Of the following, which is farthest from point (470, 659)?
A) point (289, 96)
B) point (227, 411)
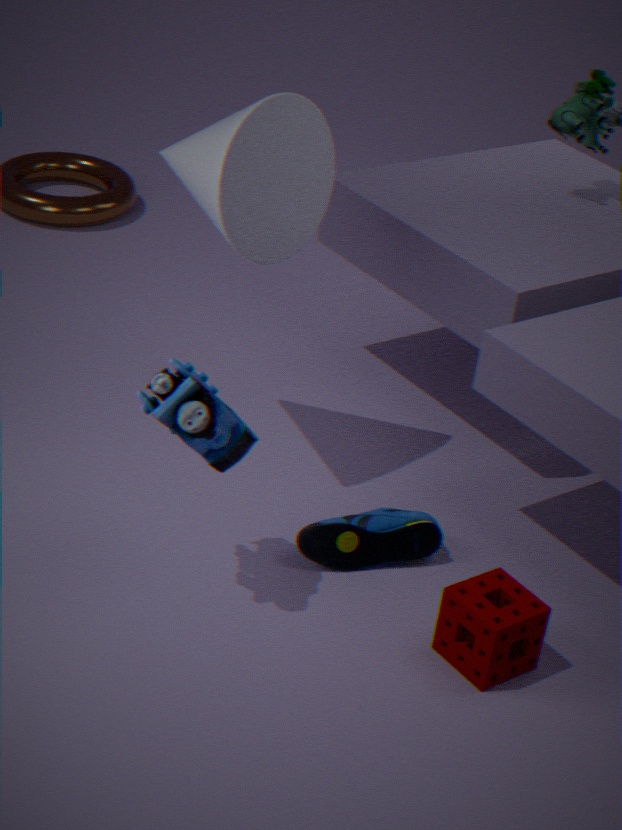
point (289, 96)
